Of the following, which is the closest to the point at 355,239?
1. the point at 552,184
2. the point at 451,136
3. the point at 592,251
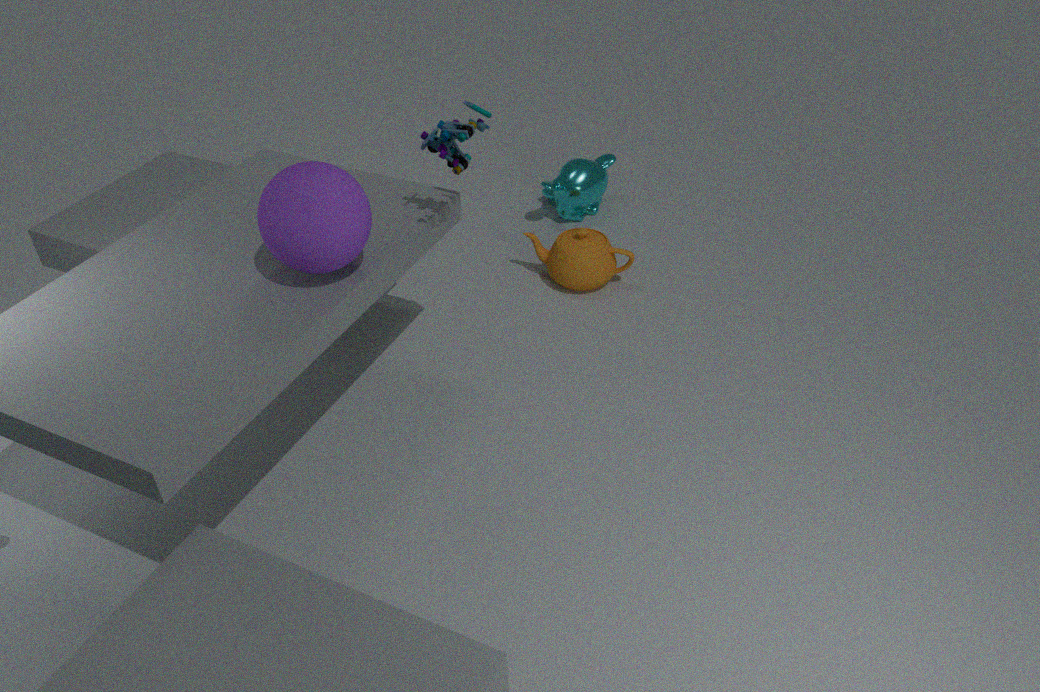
the point at 451,136
